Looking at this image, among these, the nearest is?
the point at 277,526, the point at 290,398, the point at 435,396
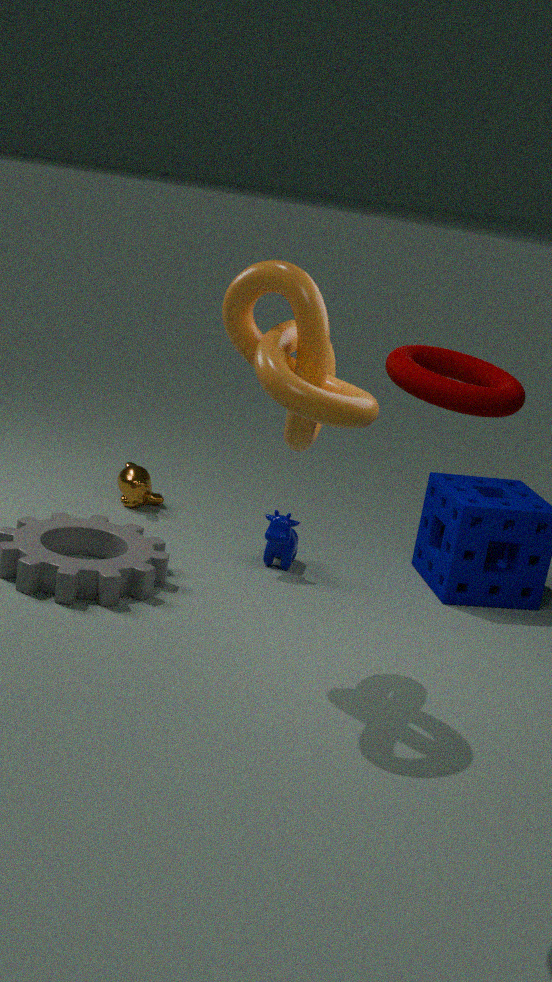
the point at 435,396
